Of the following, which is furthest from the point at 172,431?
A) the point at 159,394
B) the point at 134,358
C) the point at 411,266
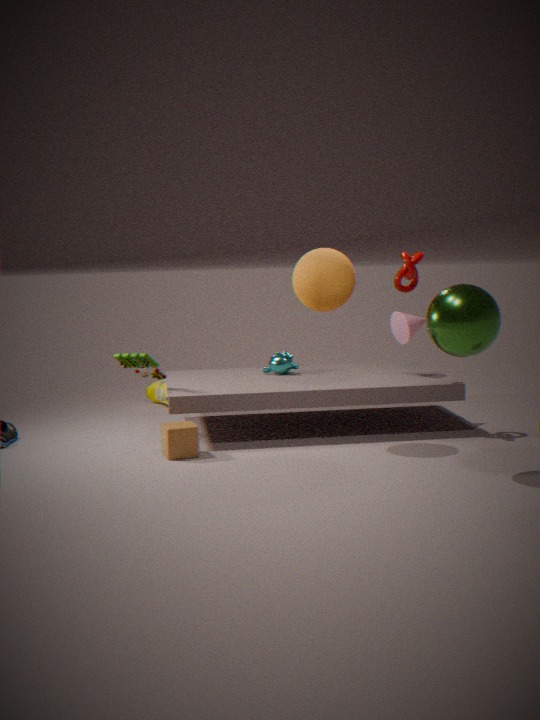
the point at 411,266
